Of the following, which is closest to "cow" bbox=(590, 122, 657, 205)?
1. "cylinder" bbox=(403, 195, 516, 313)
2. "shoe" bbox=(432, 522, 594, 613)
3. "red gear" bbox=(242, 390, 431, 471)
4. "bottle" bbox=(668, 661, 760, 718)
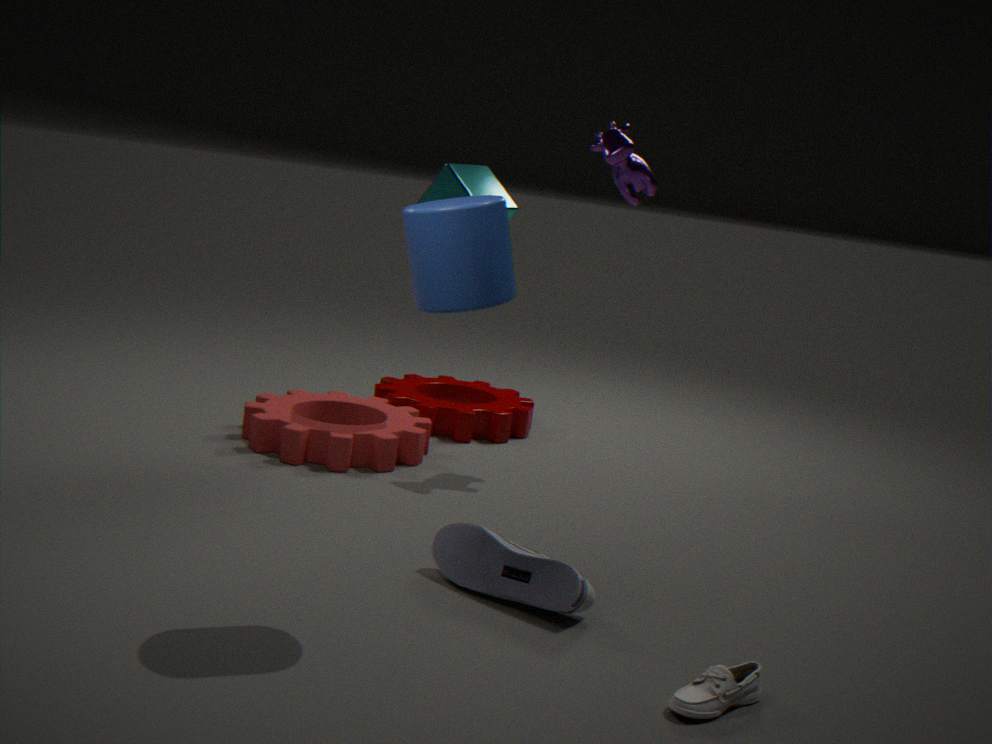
"red gear" bbox=(242, 390, 431, 471)
